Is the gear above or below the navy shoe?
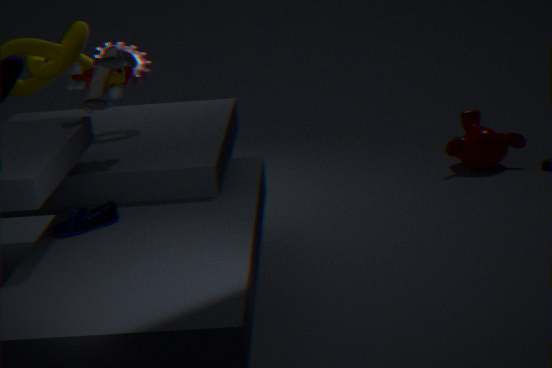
above
